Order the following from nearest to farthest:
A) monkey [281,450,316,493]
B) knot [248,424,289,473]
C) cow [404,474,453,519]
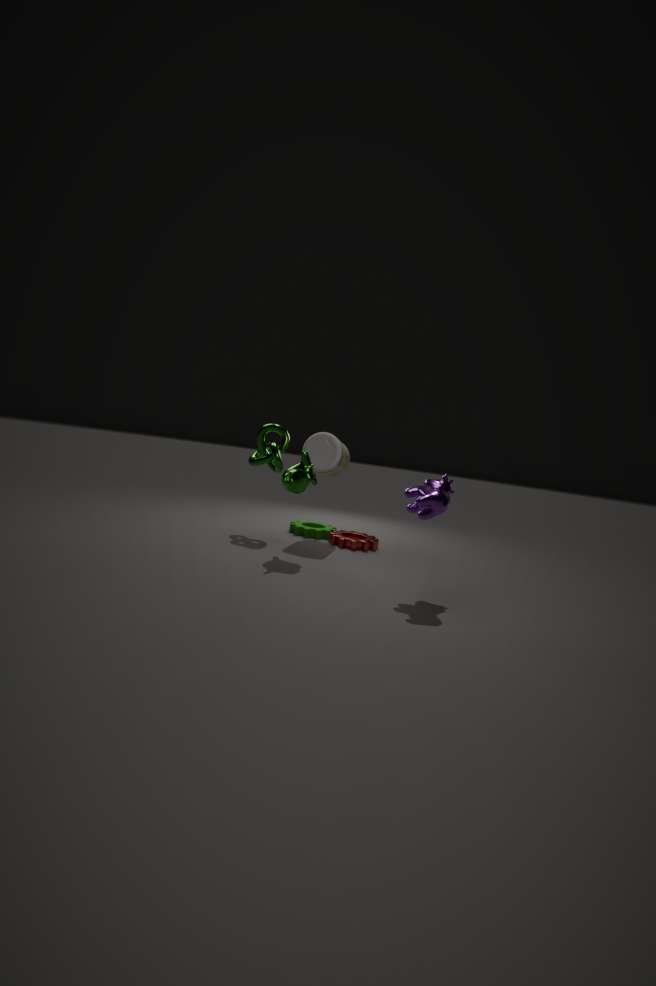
1. cow [404,474,453,519]
2. monkey [281,450,316,493]
3. knot [248,424,289,473]
